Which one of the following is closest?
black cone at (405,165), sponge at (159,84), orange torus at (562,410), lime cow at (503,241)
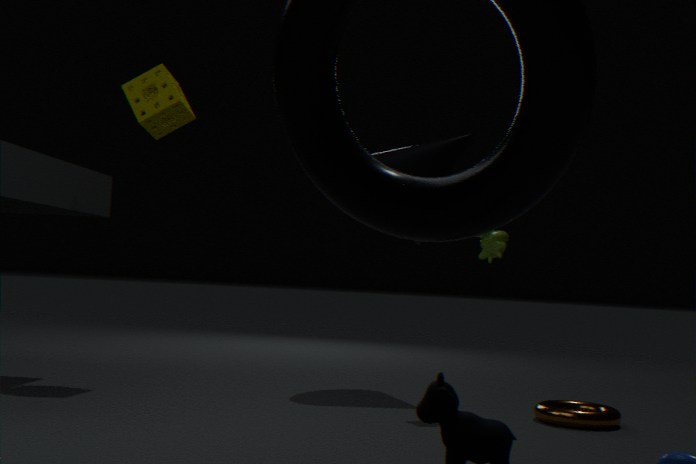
orange torus at (562,410)
